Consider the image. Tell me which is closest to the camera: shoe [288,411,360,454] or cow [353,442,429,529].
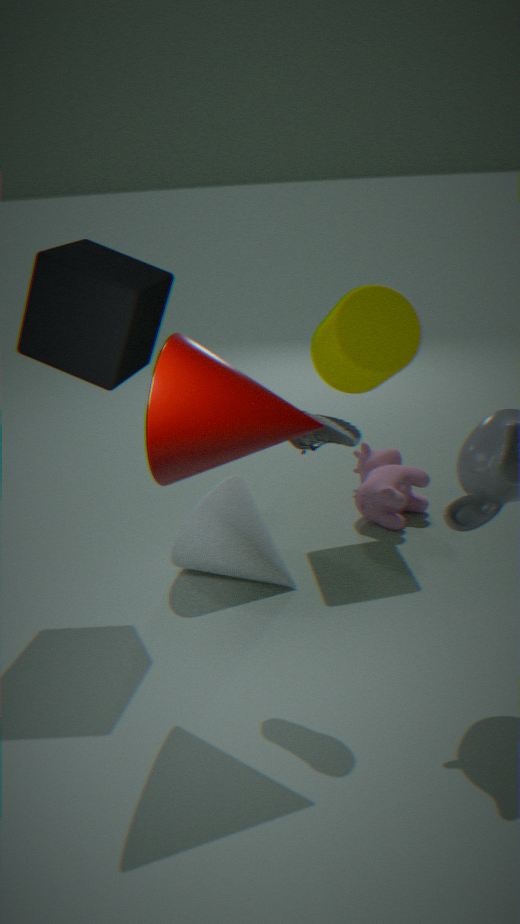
shoe [288,411,360,454]
